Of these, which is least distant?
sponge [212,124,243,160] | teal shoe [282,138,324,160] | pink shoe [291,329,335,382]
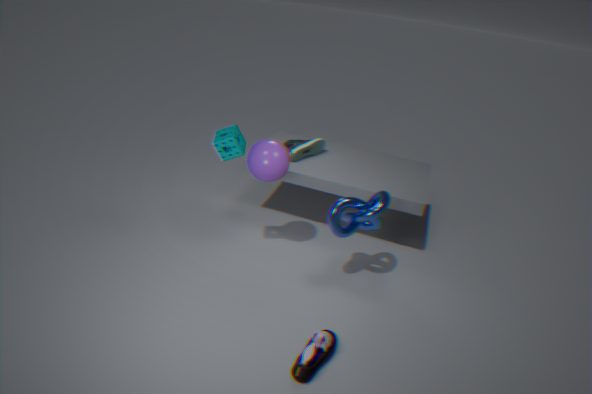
pink shoe [291,329,335,382]
